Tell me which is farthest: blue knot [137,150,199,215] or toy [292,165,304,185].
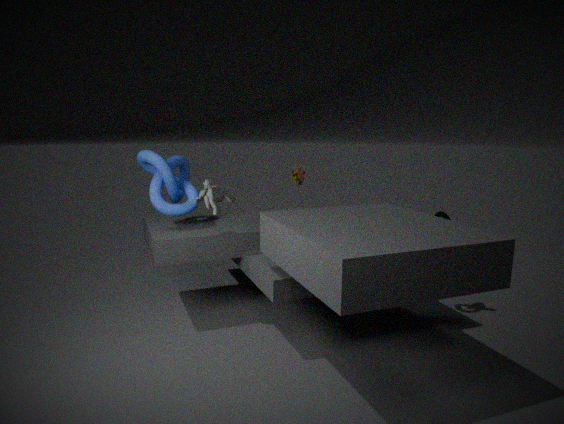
toy [292,165,304,185]
